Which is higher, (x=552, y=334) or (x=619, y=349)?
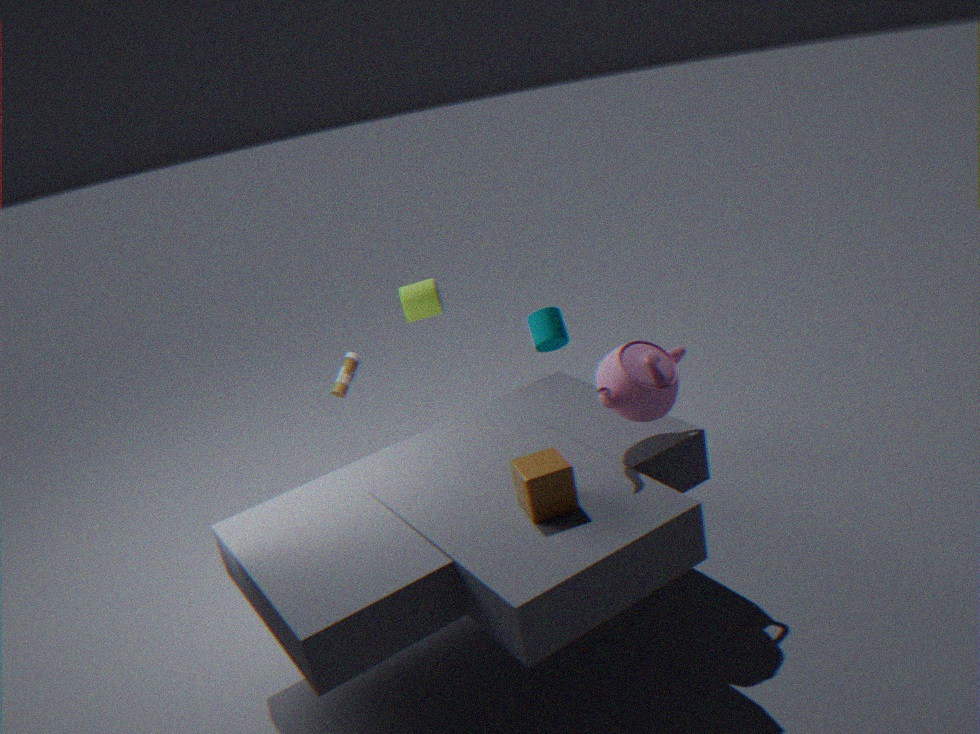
(x=619, y=349)
